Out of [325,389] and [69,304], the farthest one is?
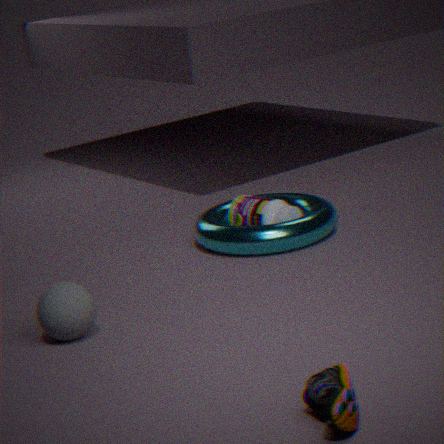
[69,304]
